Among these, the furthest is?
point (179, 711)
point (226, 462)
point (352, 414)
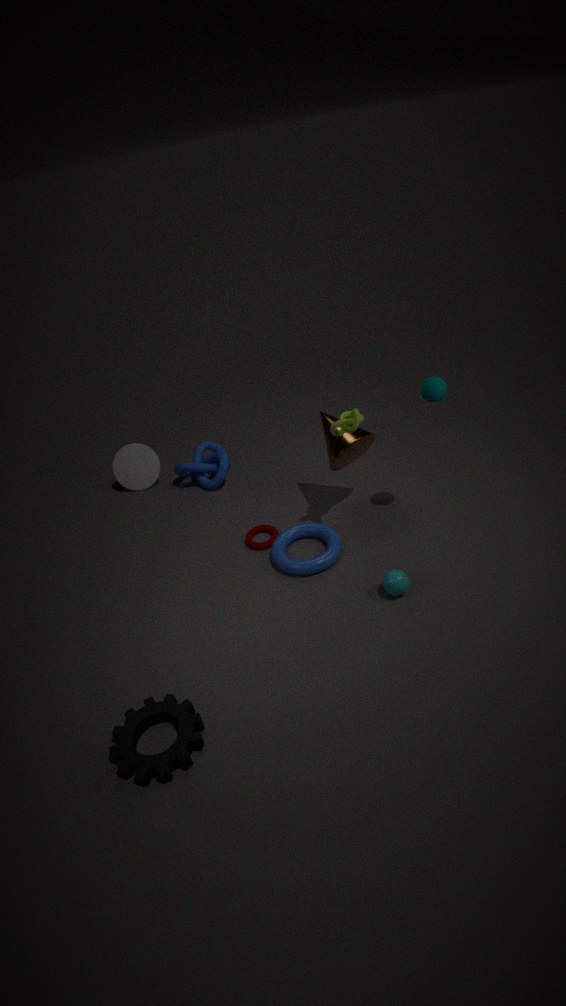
point (226, 462)
